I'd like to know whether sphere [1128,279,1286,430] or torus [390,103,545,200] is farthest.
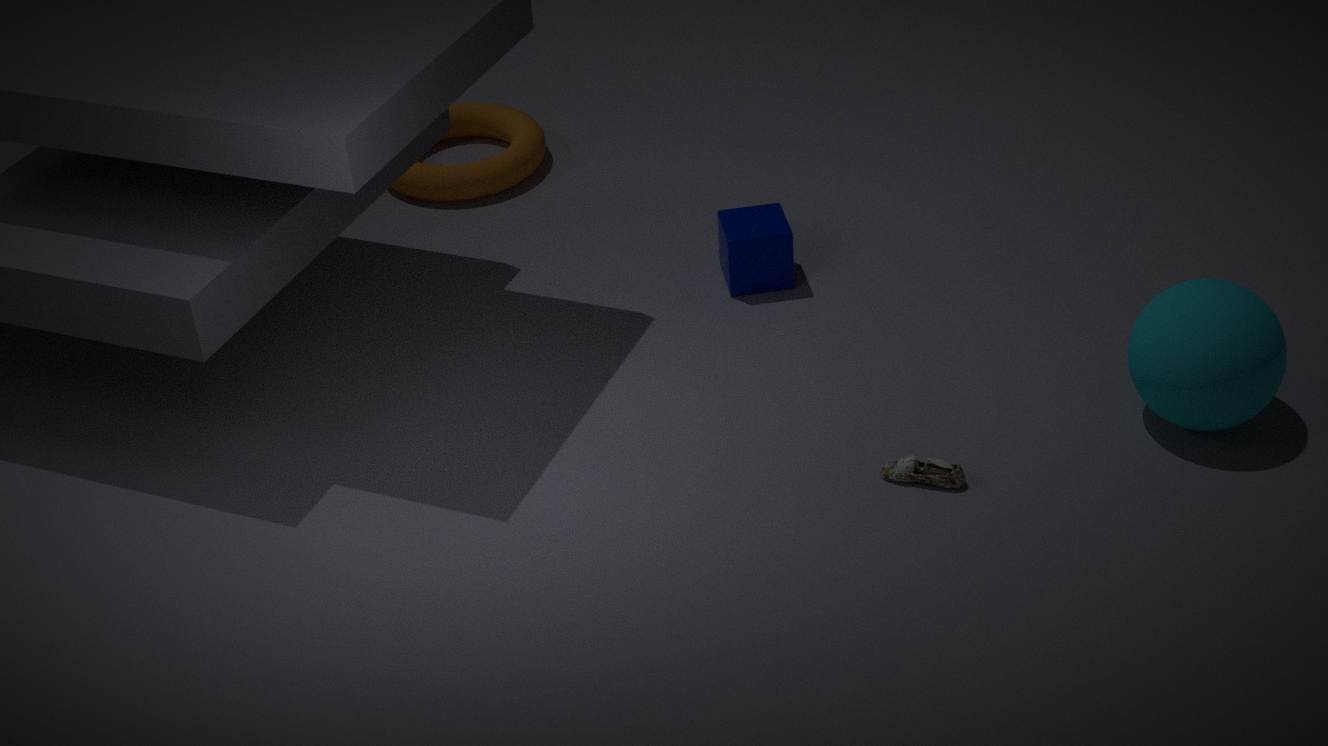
torus [390,103,545,200]
